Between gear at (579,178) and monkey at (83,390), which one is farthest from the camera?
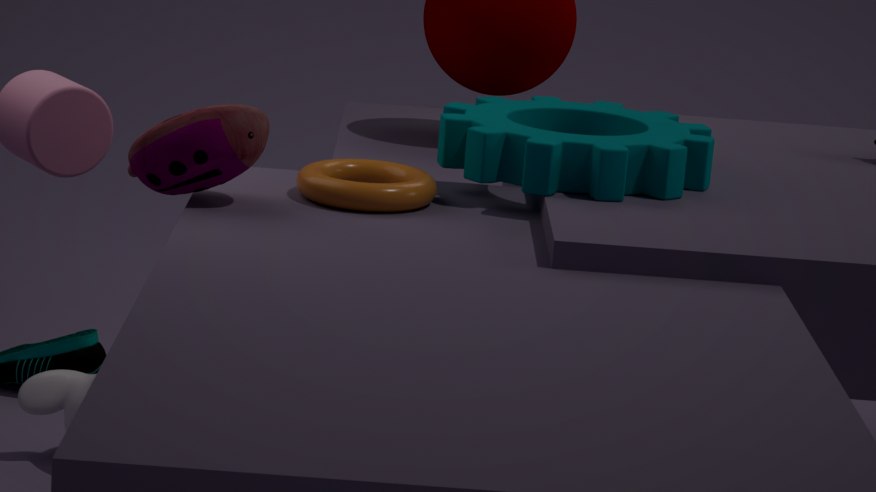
monkey at (83,390)
